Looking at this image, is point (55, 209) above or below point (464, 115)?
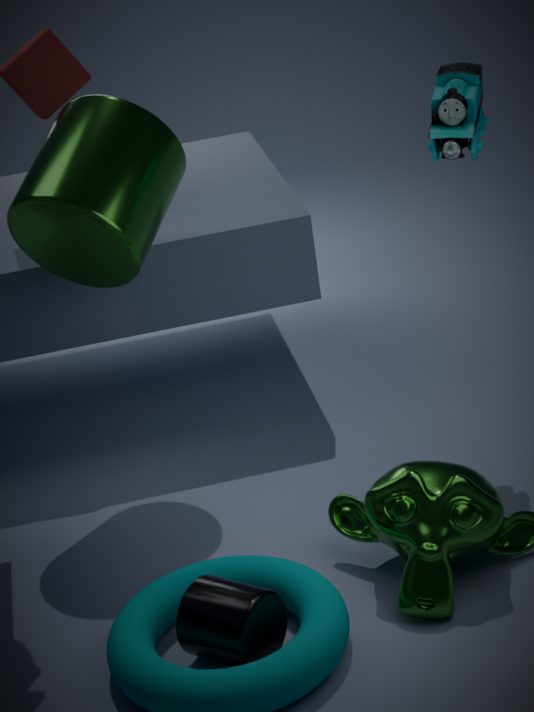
below
